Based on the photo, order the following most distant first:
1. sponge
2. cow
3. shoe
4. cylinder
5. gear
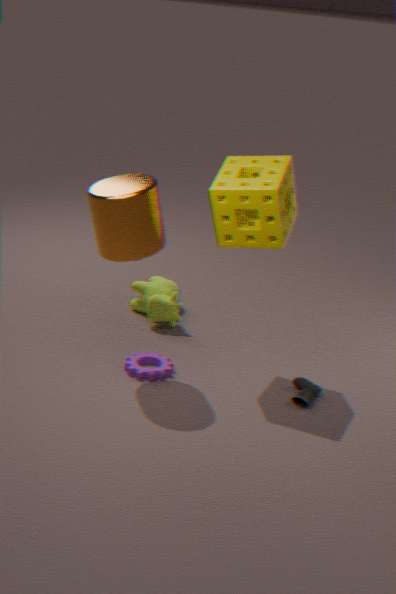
cow < gear < shoe < sponge < cylinder
